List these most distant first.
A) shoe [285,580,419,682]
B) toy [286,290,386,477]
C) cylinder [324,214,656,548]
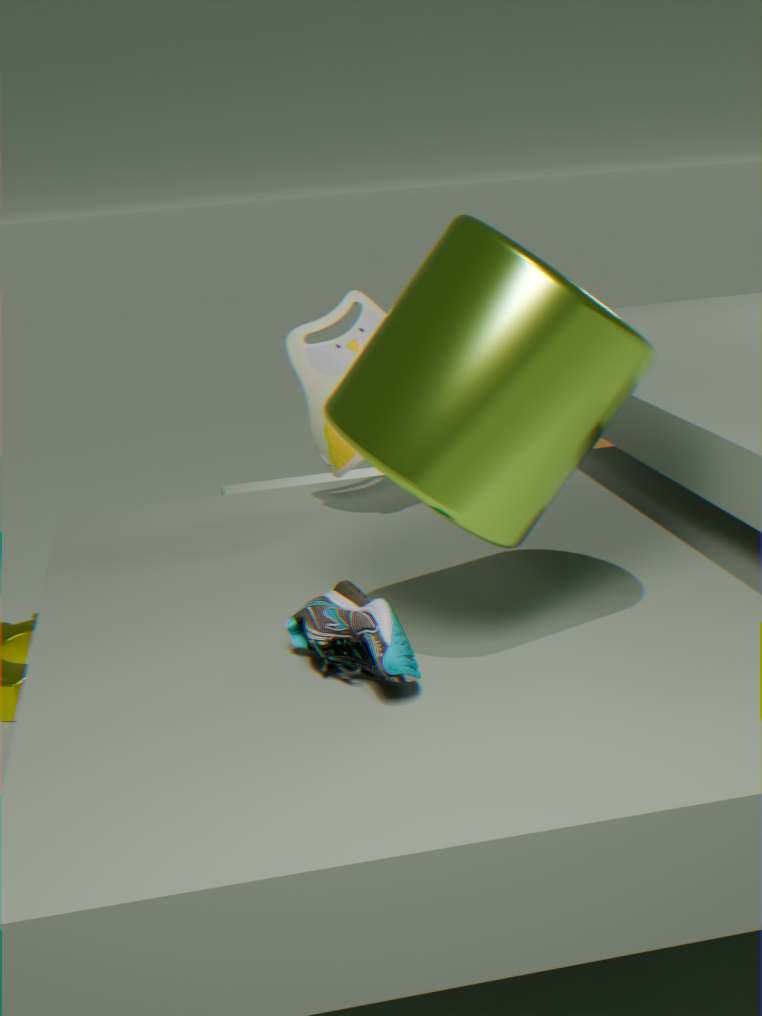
toy [286,290,386,477] → shoe [285,580,419,682] → cylinder [324,214,656,548]
